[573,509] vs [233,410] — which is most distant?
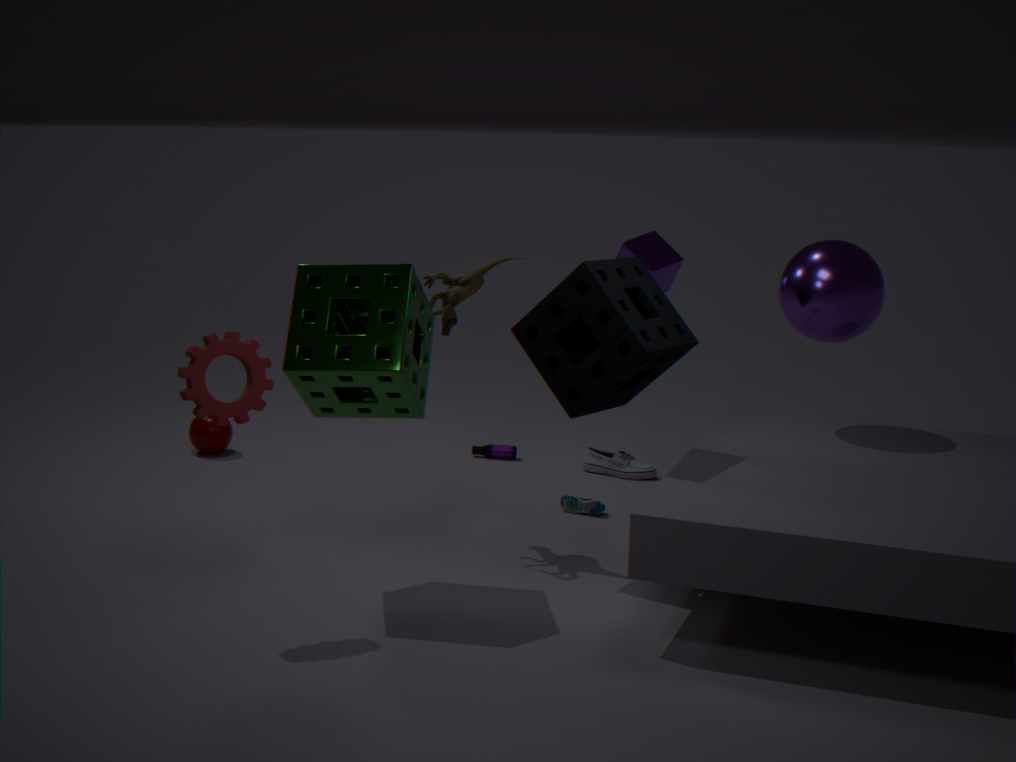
[573,509]
